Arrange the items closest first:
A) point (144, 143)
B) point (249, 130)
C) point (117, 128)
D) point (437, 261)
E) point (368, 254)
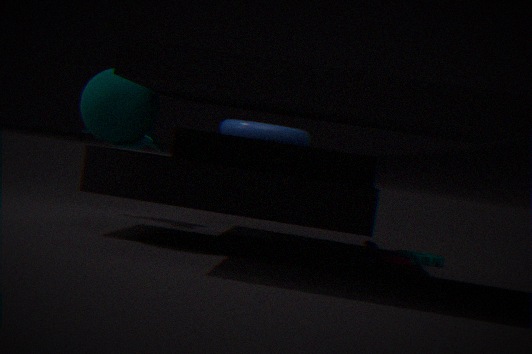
point (117, 128), point (368, 254), point (249, 130), point (437, 261), point (144, 143)
